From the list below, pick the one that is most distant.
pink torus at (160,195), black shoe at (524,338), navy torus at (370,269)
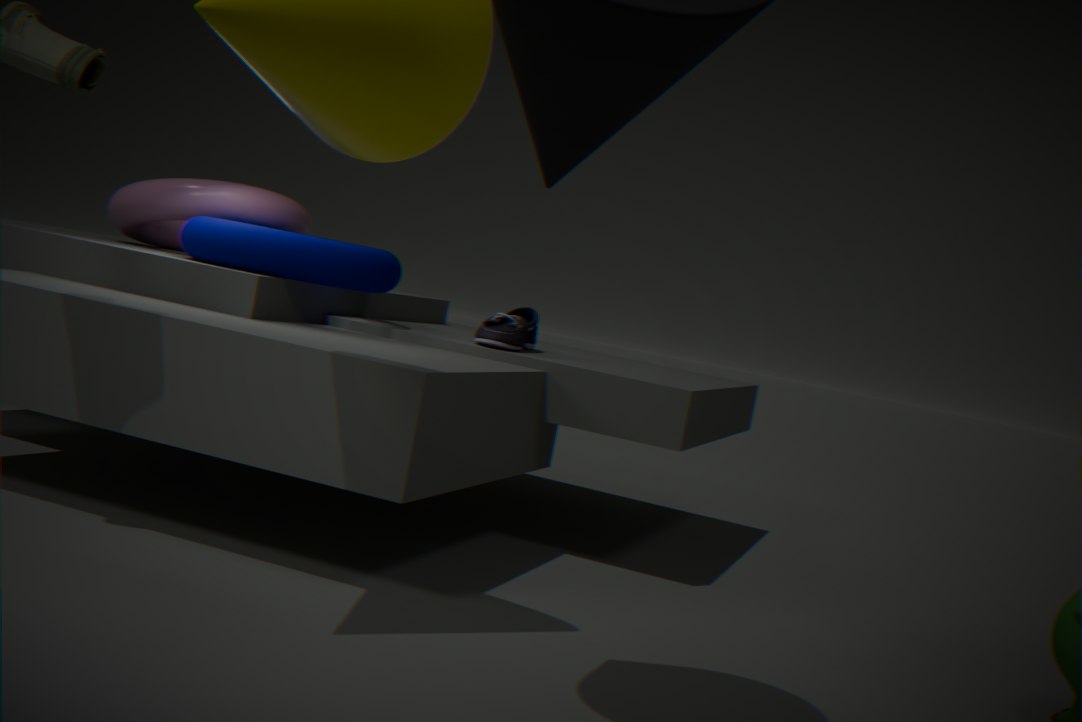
pink torus at (160,195)
